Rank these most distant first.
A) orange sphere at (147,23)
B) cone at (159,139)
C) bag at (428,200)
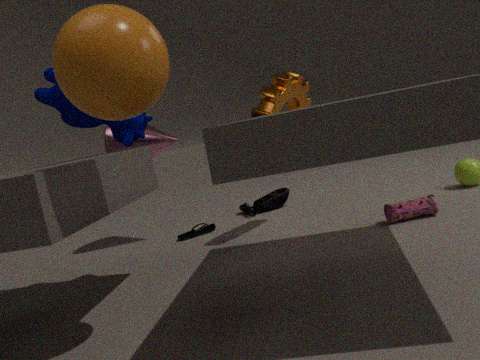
cone at (159,139) < bag at (428,200) < orange sphere at (147,23)
